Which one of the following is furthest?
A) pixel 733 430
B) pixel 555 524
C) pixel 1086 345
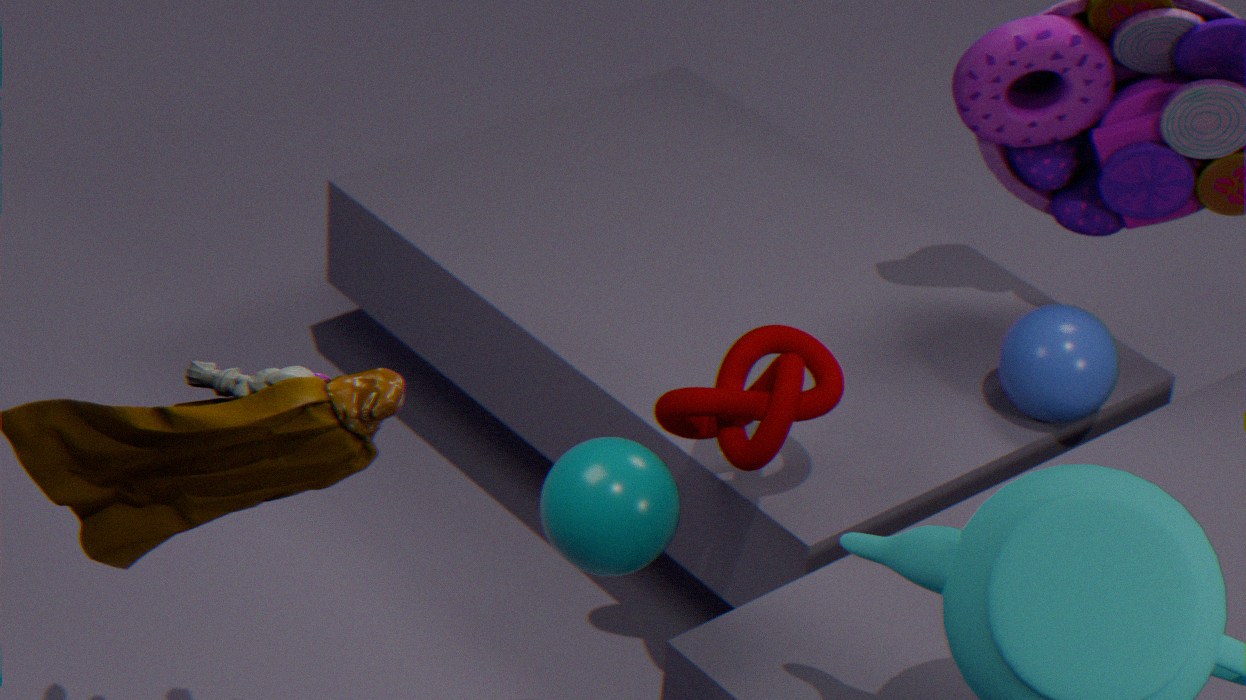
pixel 1086 345
